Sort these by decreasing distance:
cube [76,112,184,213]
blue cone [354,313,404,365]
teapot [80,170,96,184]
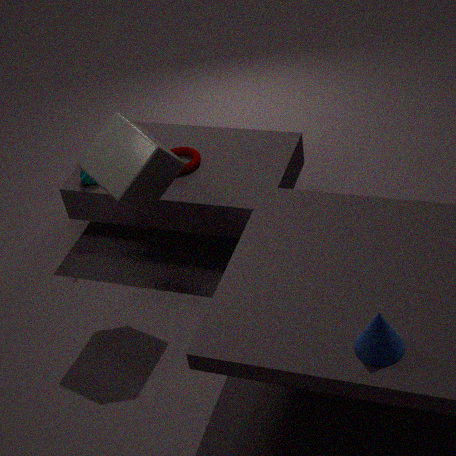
teapot [80,170,96,184]
cube [76,112,184,213]
blue cone [354,313,404,365]
